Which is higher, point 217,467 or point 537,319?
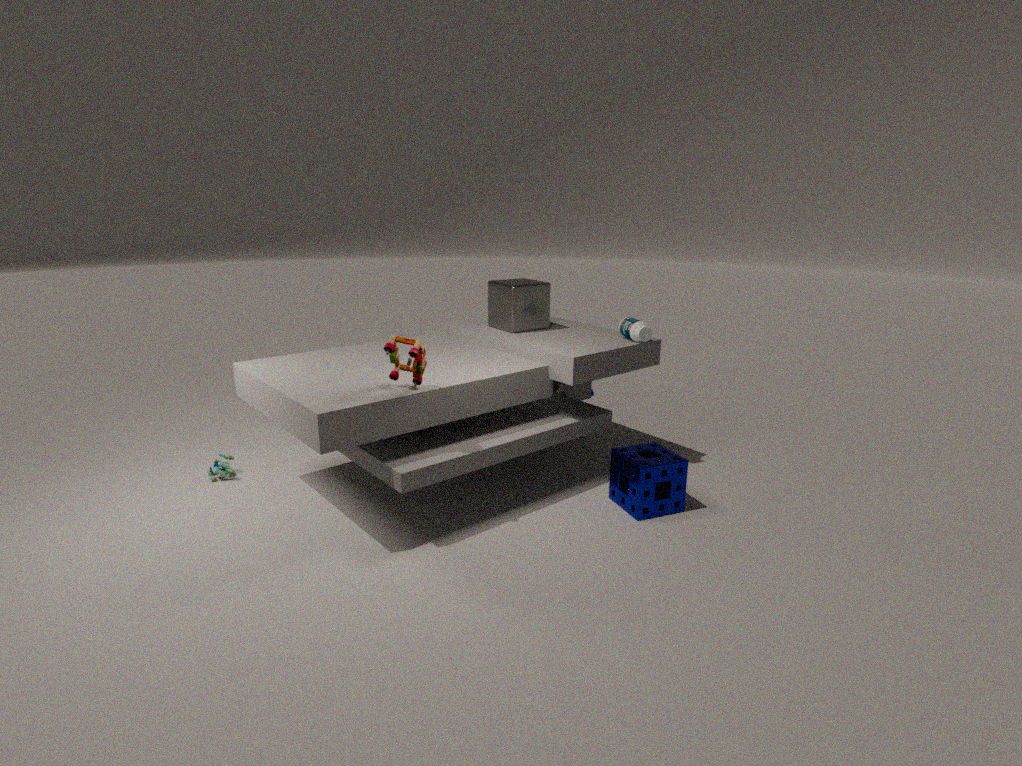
point 537,319
